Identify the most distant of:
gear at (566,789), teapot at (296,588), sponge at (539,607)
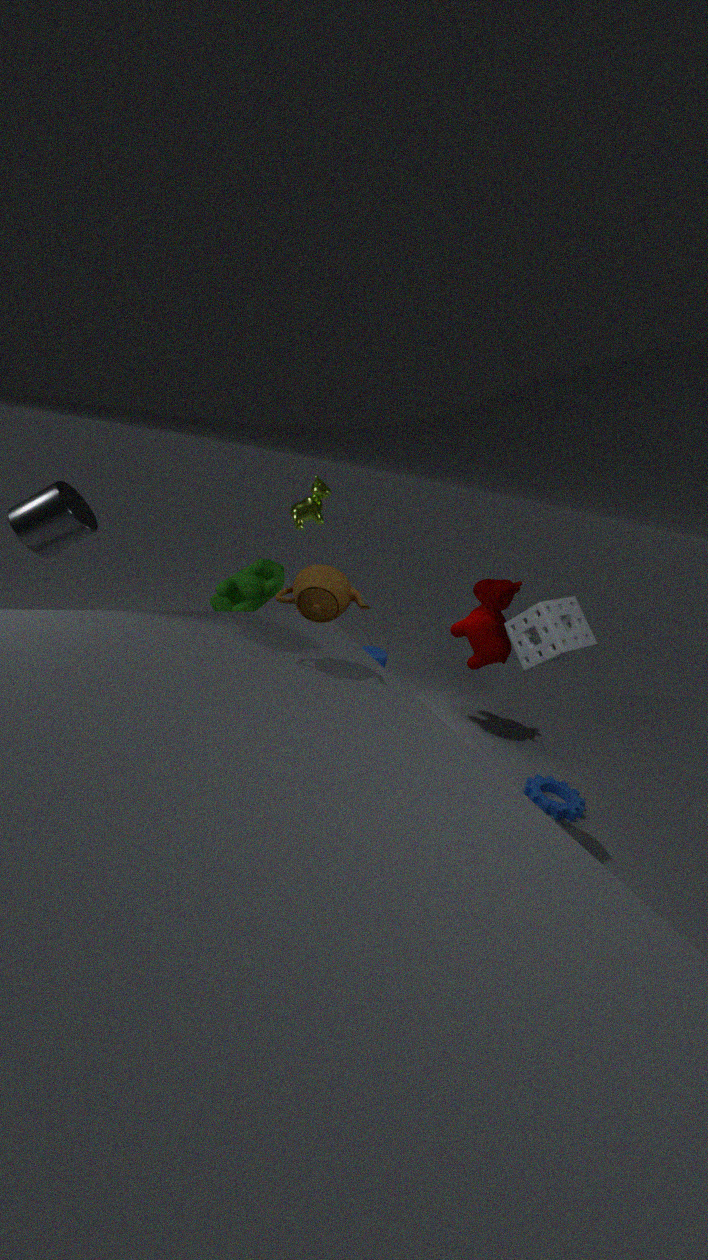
gear at (566,789)
